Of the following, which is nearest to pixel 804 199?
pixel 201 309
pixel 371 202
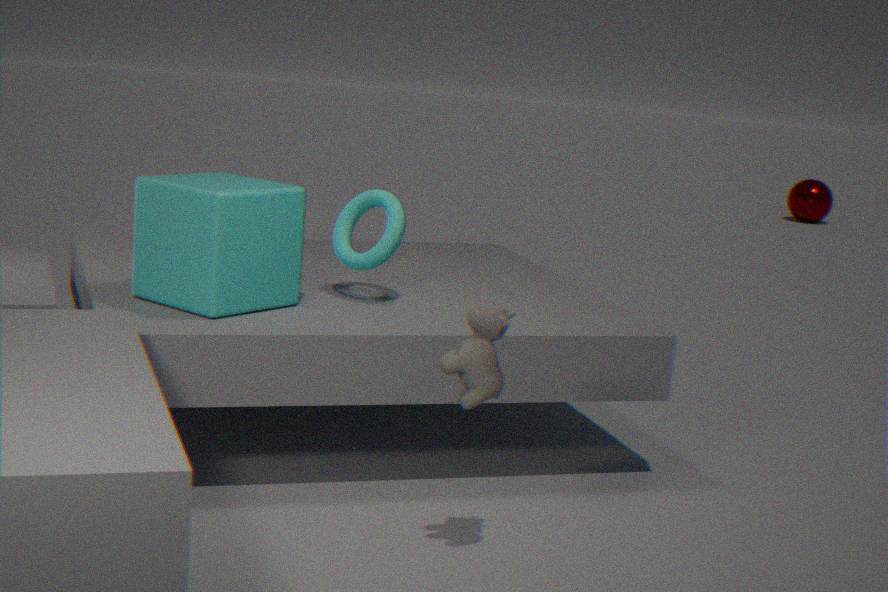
pixel 371 202
